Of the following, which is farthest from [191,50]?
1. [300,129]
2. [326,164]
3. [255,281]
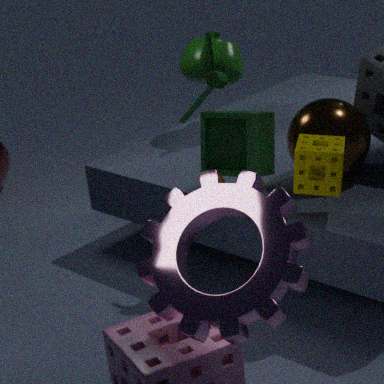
[255,281]
